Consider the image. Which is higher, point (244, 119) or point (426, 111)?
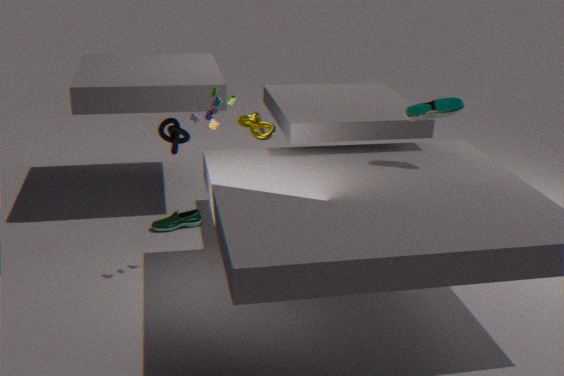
point (426, 111)
